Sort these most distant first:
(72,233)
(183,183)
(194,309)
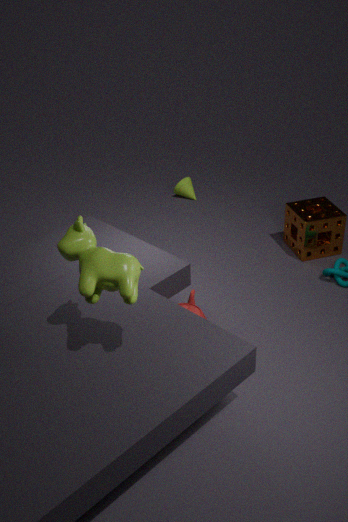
(183,183)
(194,309)
(72,233)
